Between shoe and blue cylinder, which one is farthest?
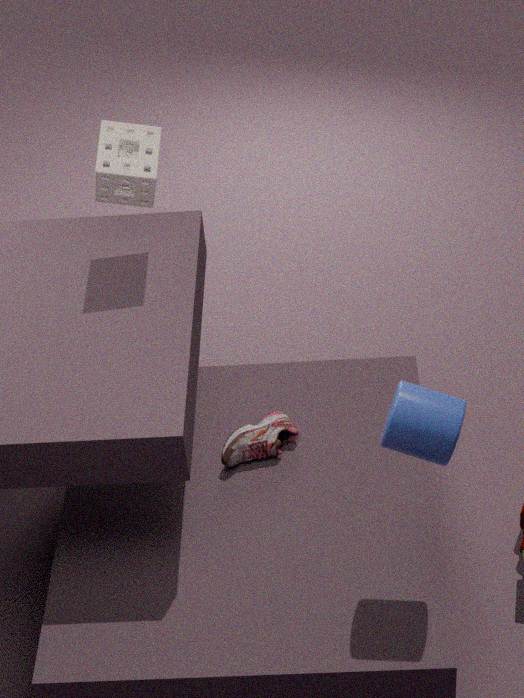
shoe
